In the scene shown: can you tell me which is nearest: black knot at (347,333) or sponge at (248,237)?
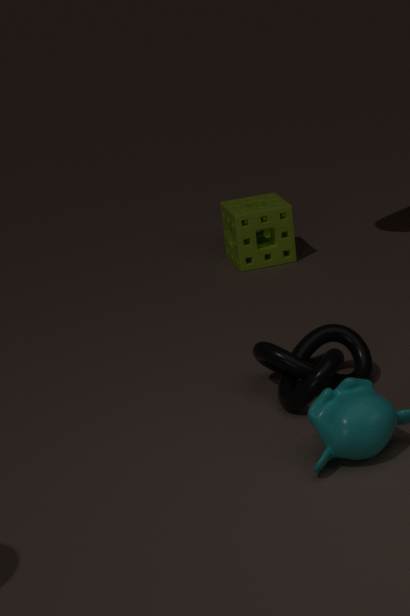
black knot at (347,333)
